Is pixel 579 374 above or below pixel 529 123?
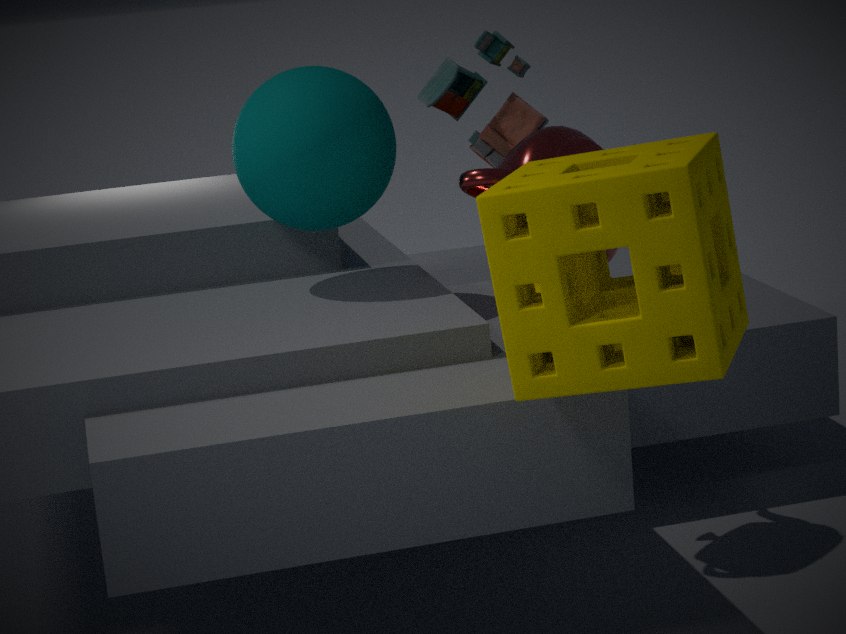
below
